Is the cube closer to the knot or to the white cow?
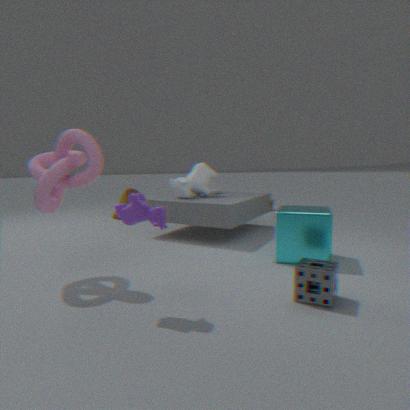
the white cow
